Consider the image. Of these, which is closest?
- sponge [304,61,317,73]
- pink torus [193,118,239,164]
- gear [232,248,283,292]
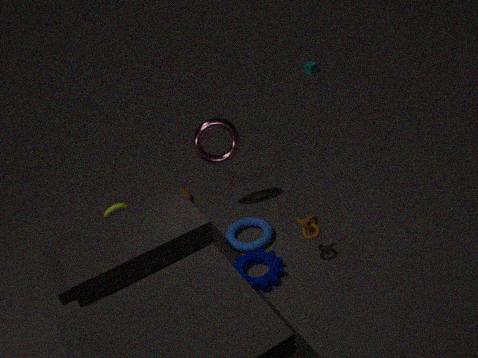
gear [232,248,283,292]
